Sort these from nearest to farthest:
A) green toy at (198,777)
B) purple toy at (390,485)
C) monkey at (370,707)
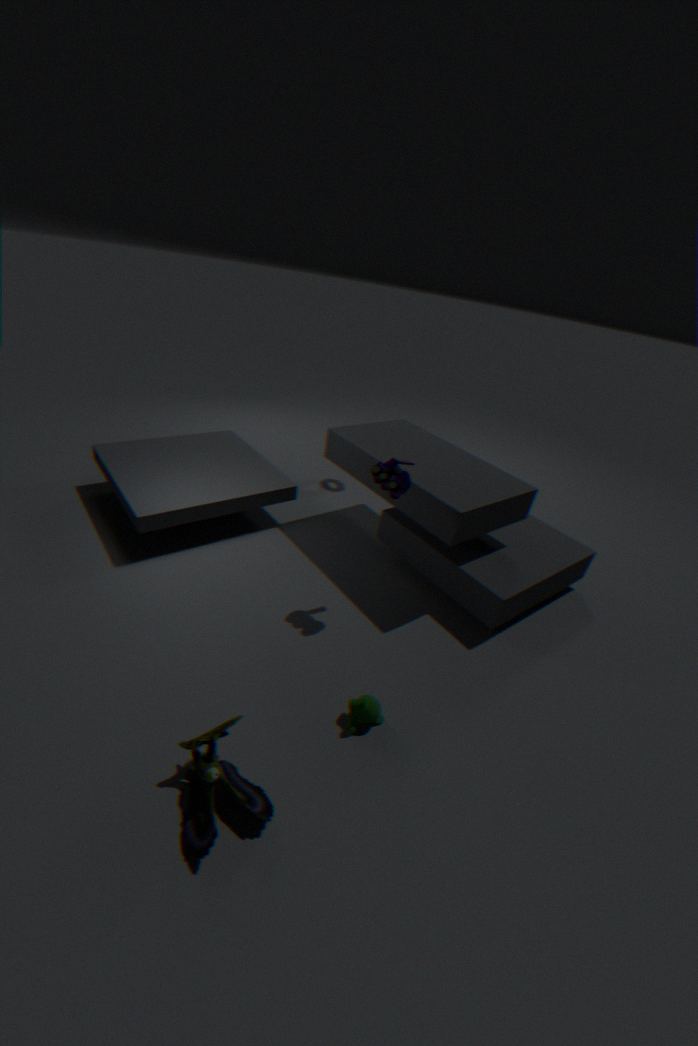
green toy at (198,777) < monkey at (370,707) < purple toy at (390,485)
